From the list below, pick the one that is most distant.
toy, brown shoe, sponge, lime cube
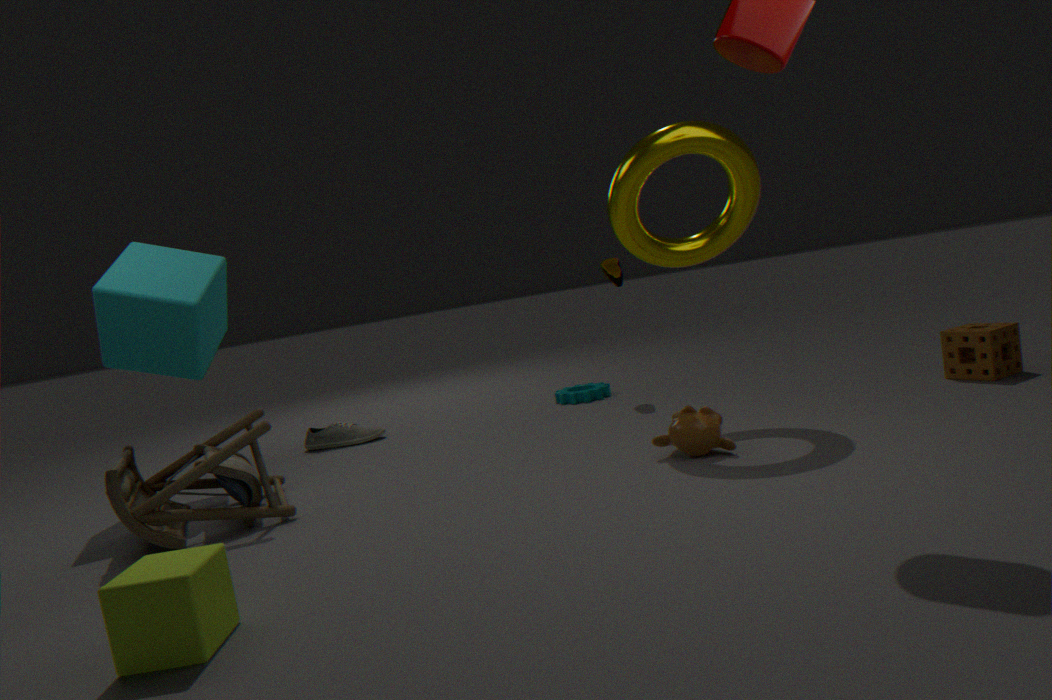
brown shoe
